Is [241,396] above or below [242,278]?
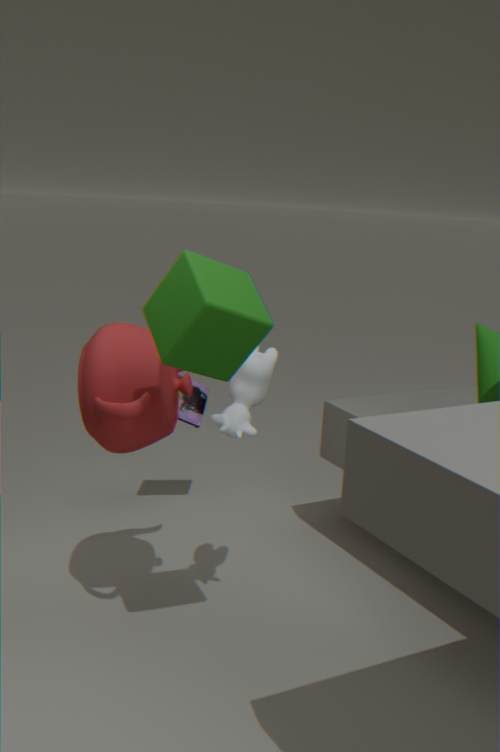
below
